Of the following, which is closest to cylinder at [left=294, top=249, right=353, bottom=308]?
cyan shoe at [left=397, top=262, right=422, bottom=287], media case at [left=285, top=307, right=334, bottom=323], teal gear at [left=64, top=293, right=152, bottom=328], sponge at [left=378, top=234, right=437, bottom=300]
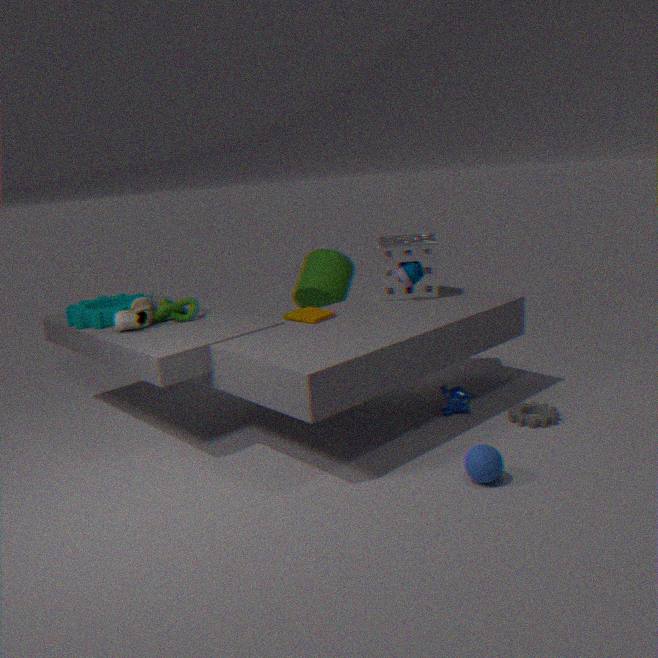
sponge at [left=378, top=234, right=437, bottom=300]
